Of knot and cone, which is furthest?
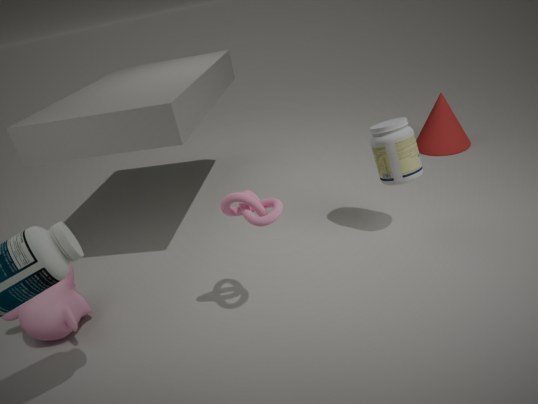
cone
